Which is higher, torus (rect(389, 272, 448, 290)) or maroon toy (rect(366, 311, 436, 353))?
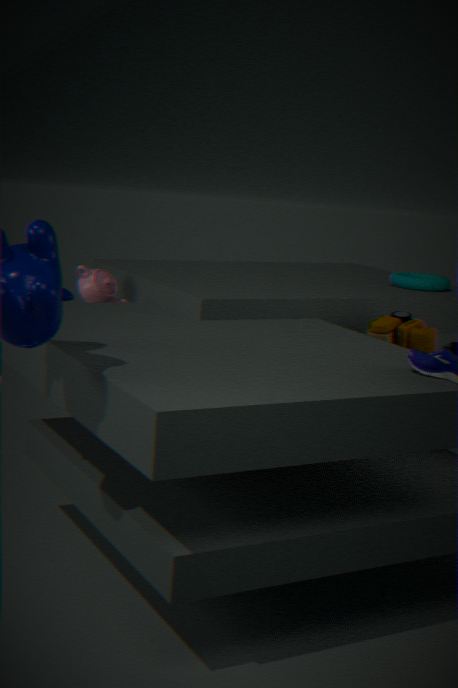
torus (rect(389, 272, 448, 290))
